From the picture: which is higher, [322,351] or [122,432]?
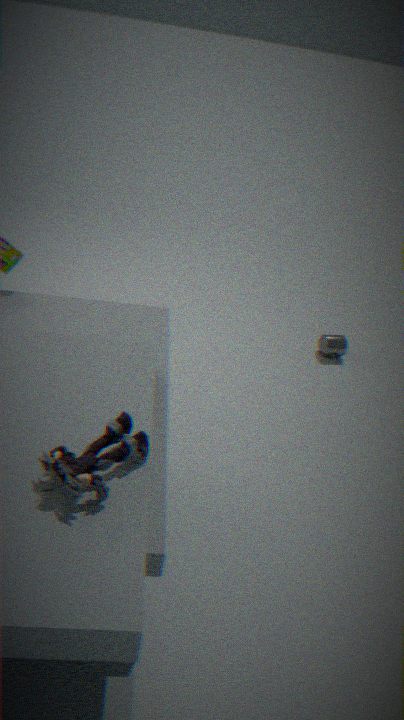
[122,432]
